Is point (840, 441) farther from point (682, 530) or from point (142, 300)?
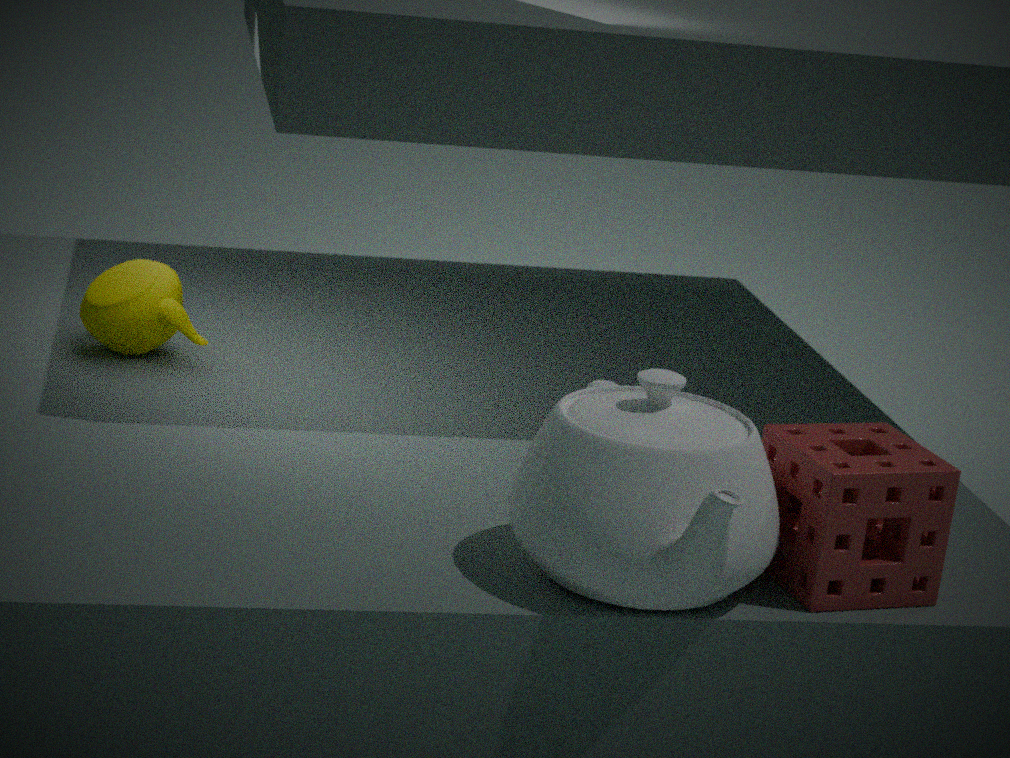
point (142, 300)
